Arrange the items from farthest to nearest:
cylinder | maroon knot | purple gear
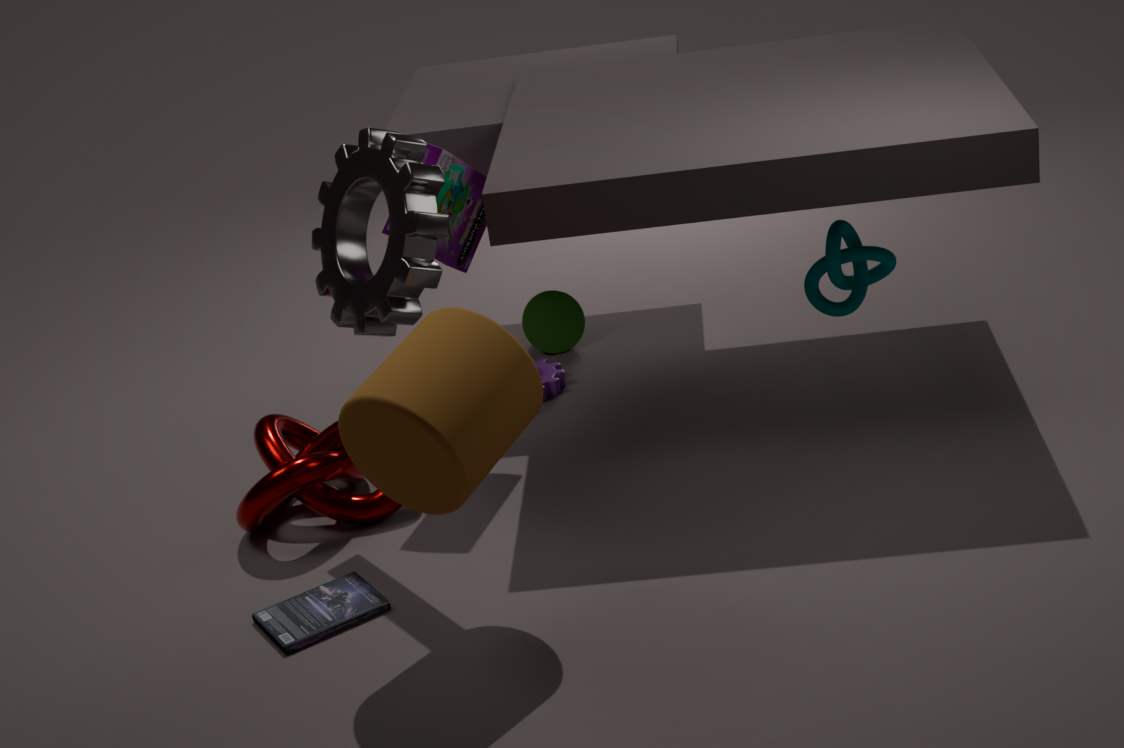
purple gear < maroon knot < cylinder
